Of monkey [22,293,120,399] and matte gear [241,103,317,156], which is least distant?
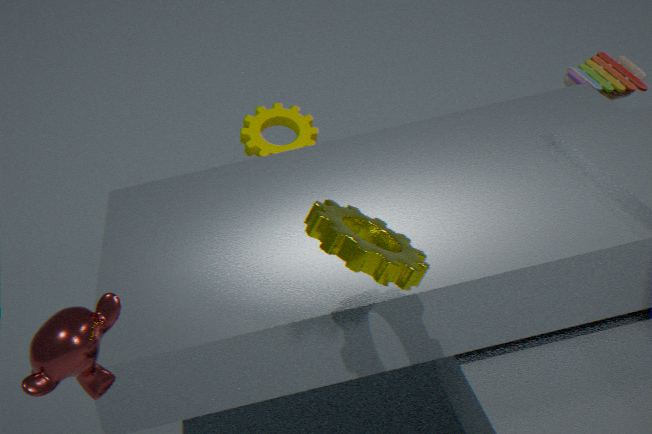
monkey [22,293,120,399]
